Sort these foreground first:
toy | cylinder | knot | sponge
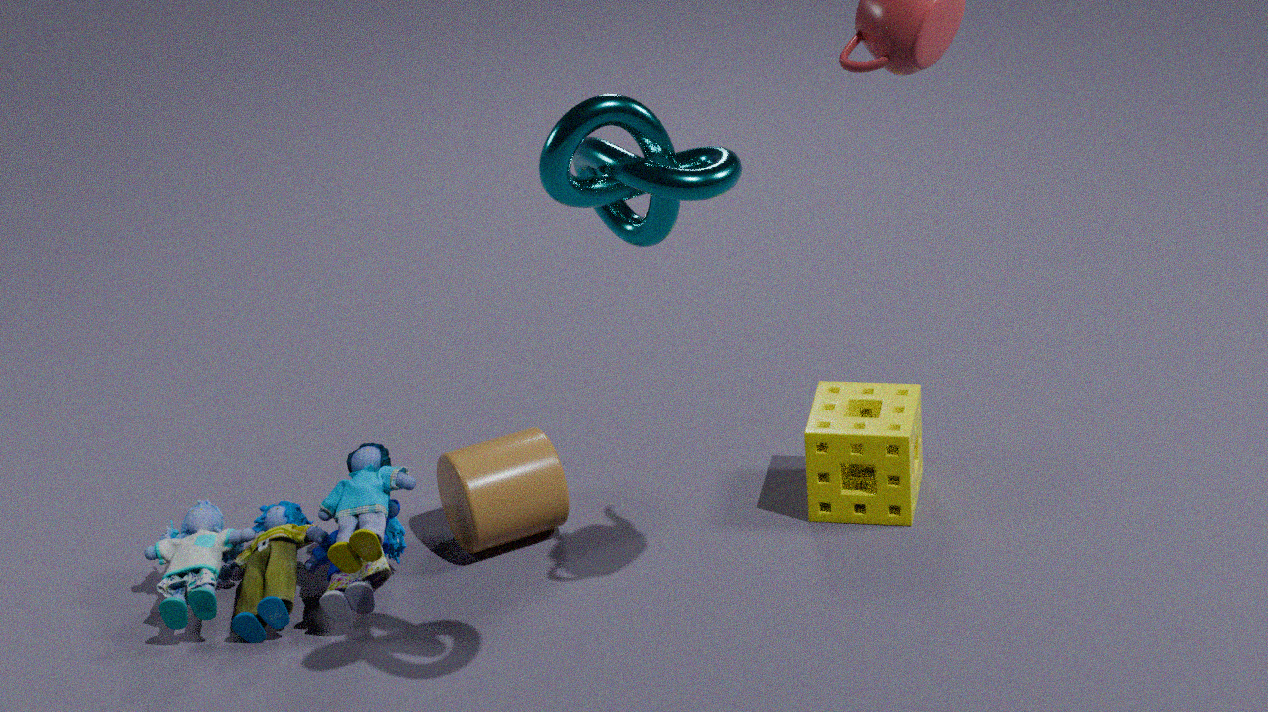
knot < toy < cylinder < sponge
